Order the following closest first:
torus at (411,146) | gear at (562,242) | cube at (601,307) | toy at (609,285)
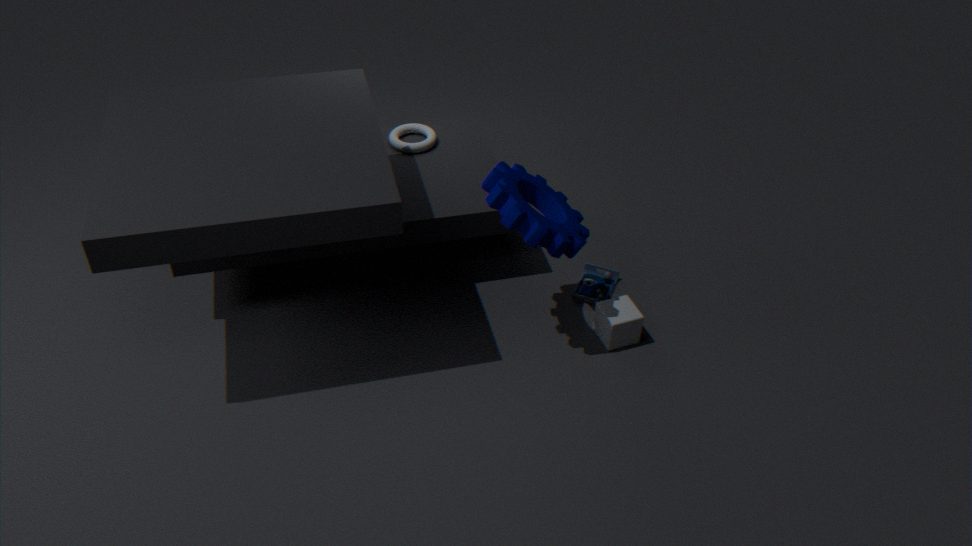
1. gear at (562,242)
2. cube at (601,307)
3. toy at (609,285)
4. torus at (411,146)
